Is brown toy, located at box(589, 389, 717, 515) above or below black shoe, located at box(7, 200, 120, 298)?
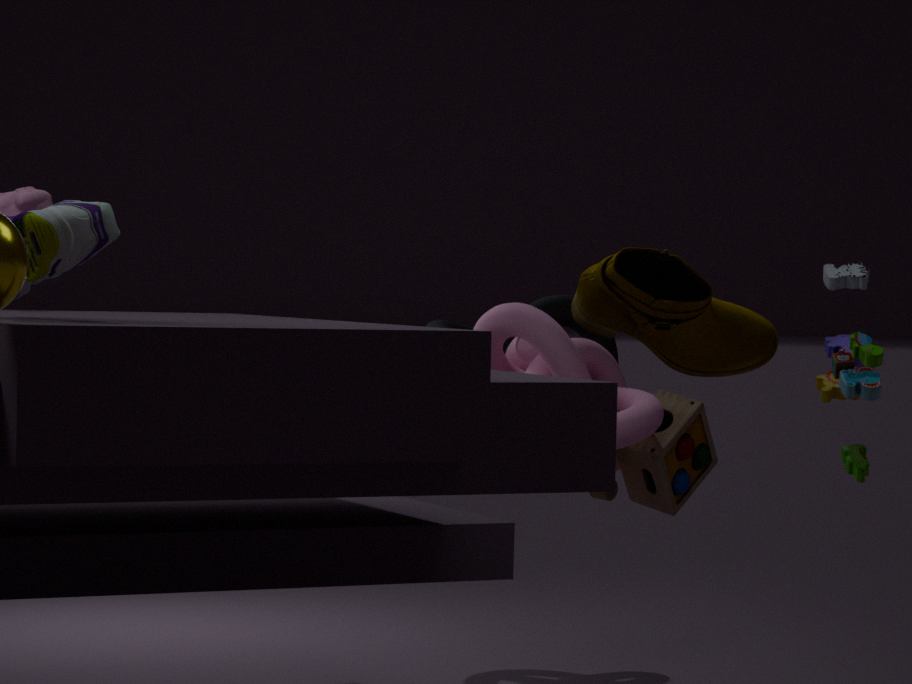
below
